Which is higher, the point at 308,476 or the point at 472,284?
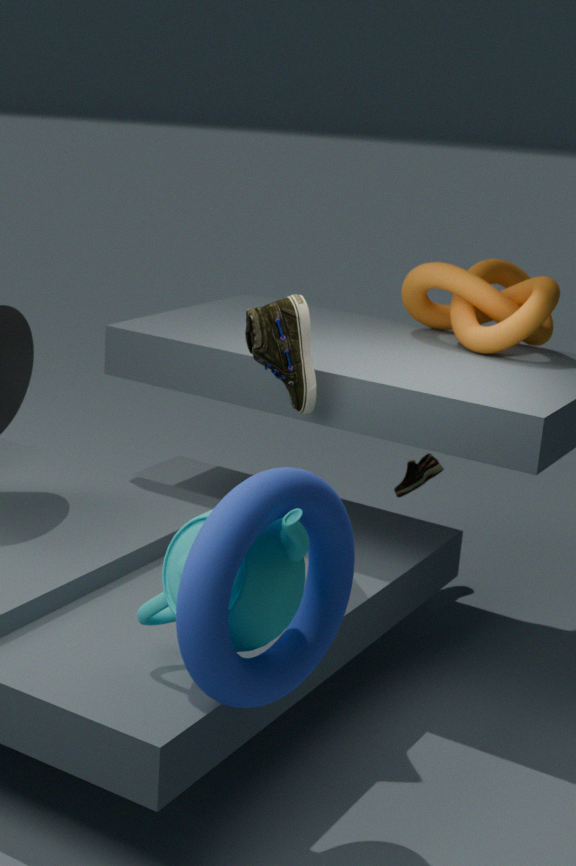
the point at 472,284
